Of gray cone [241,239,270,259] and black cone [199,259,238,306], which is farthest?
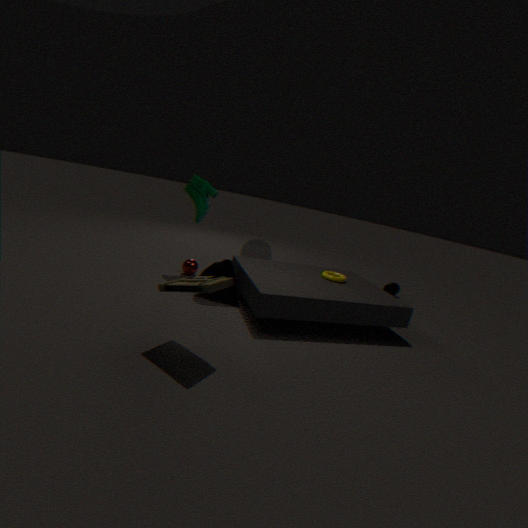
gray cone [241,239,270,259]
